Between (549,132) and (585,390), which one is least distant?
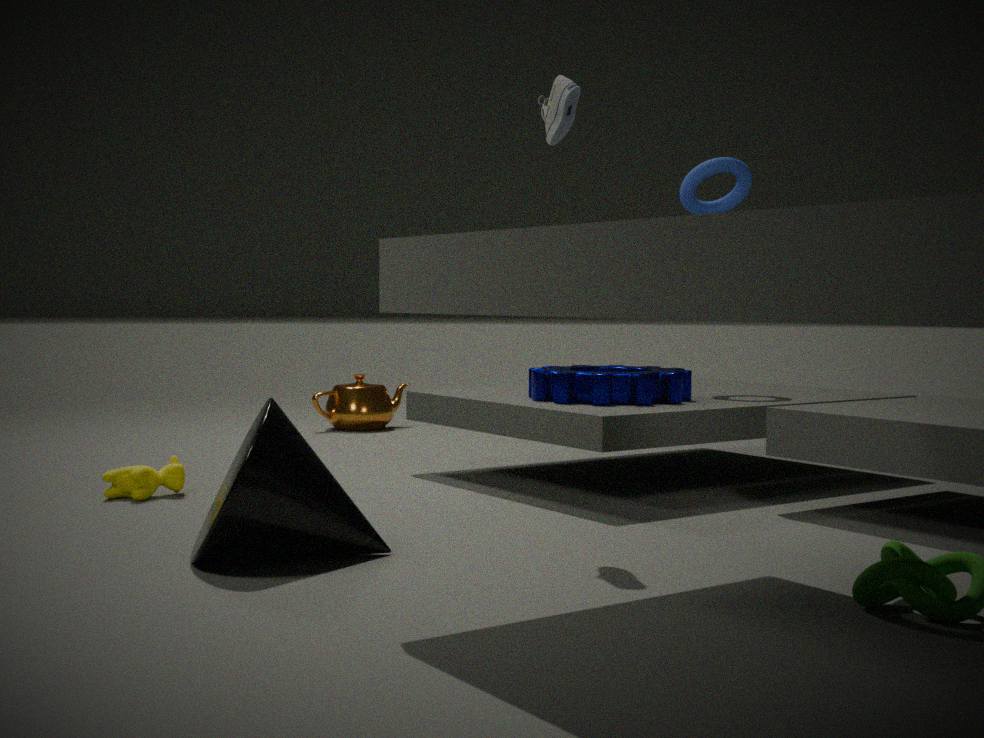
(549,132)
